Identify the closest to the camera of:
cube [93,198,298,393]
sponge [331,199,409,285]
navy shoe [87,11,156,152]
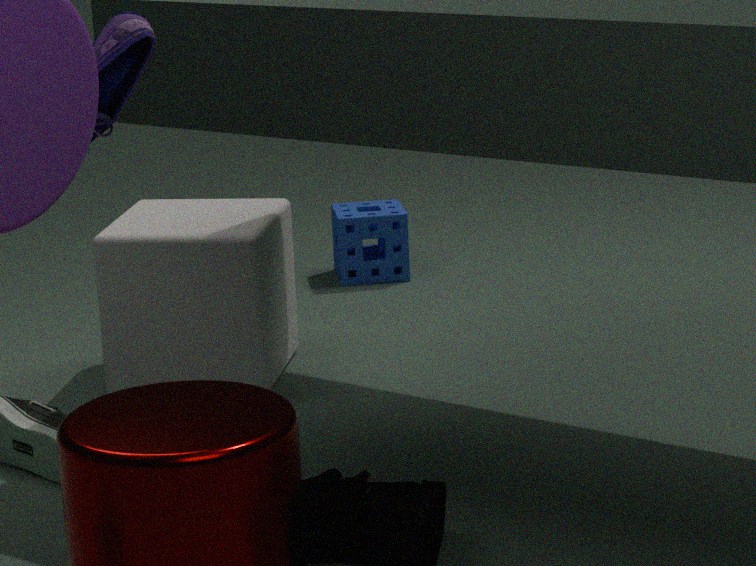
navy shoe [87,11,156,152]
